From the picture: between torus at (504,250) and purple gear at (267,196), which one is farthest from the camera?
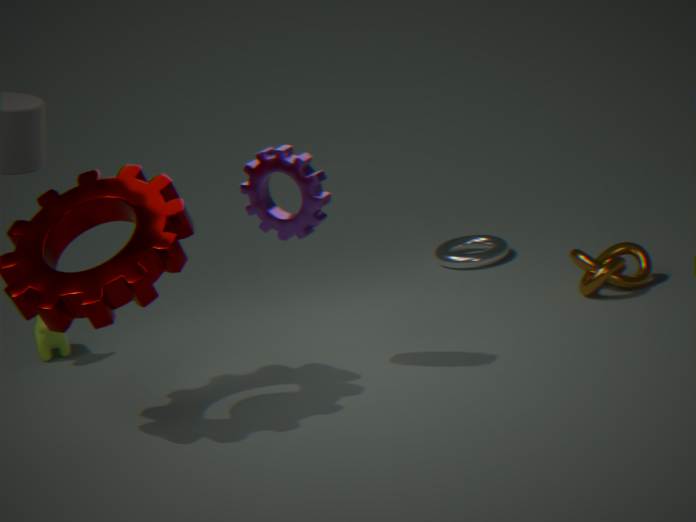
torus at (504,250)
